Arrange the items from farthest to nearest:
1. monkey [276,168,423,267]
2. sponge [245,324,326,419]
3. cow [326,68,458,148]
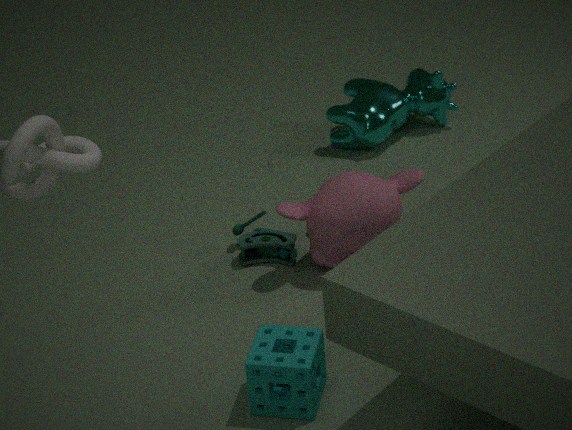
cow [326,68,458,148] < monkey [276,168,423,267] < sponge [245,324,326,419]
